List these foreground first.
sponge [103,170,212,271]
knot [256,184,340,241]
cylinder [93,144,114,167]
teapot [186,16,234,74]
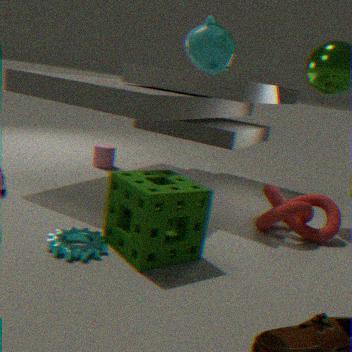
teapot [186,16,234,74], sponge [103,170,212,271], knot [256,184,340,241], cylinder [93,144,114,167]
